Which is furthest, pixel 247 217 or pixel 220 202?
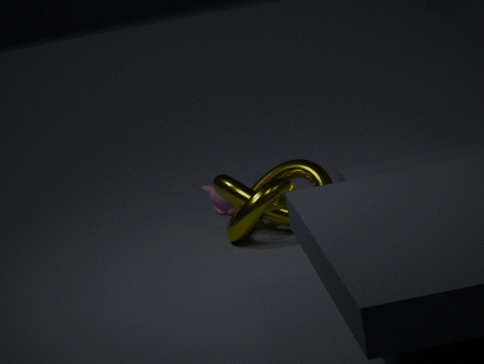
pixel 220 202
